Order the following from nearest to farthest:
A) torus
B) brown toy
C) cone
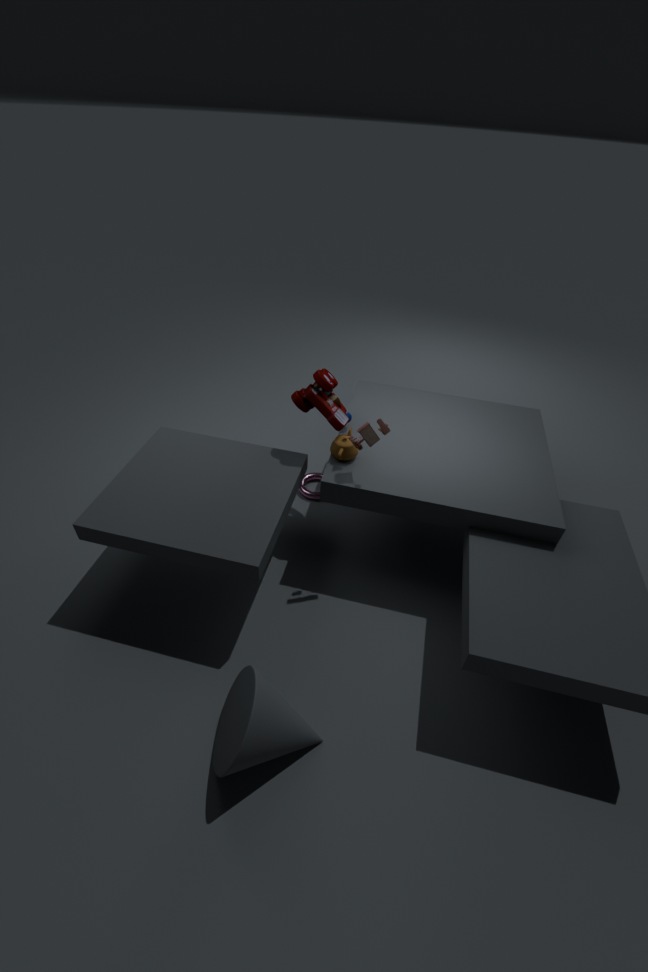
cone
brown toy
torus
